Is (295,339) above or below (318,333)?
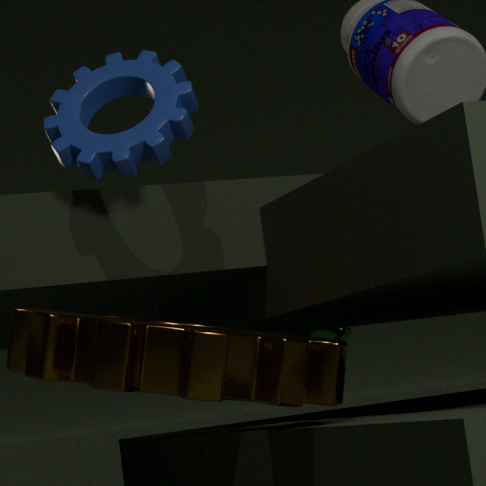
below
